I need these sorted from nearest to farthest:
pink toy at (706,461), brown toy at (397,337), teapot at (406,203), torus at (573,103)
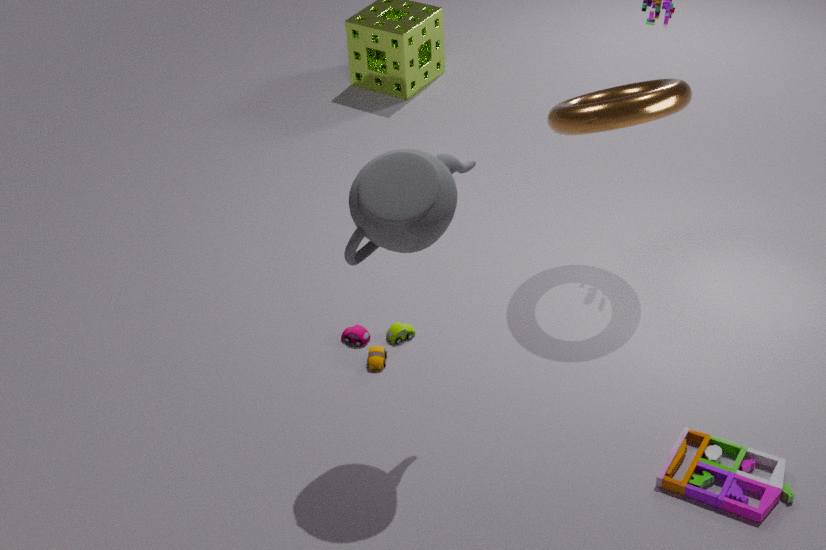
teapot at (406,203)
pink toy at (706,461)
torus at (573,103)
brown toy at (397,337)
